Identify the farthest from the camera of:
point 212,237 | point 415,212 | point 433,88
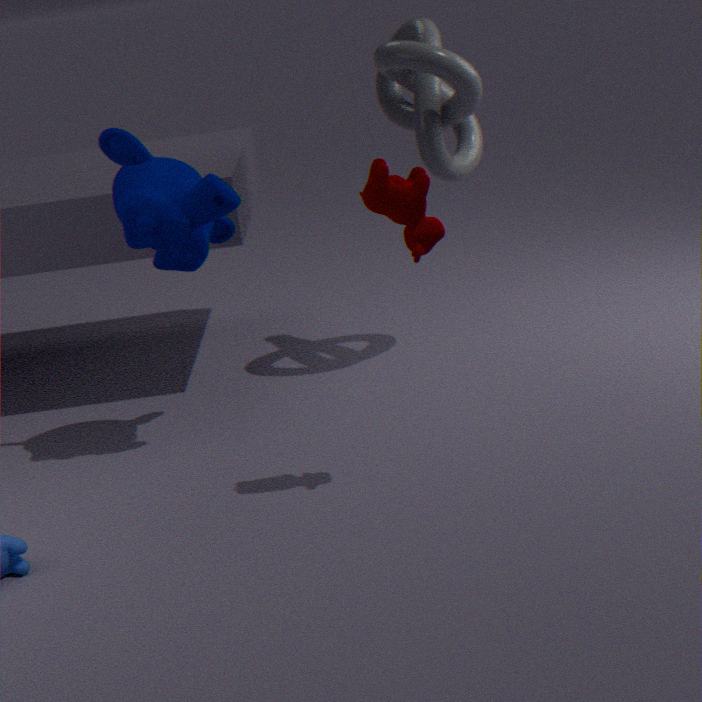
point 433,88
